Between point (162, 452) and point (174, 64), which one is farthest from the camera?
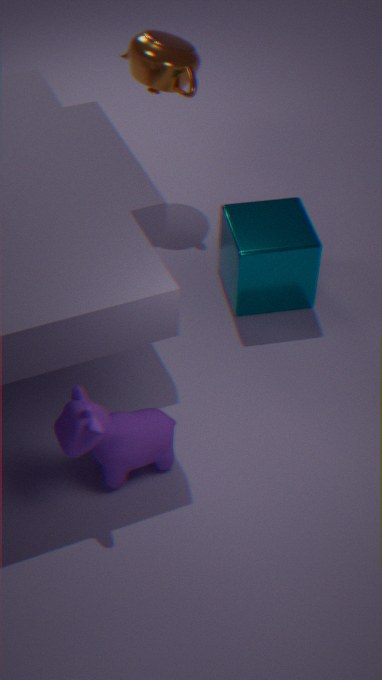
point (174, 64)
